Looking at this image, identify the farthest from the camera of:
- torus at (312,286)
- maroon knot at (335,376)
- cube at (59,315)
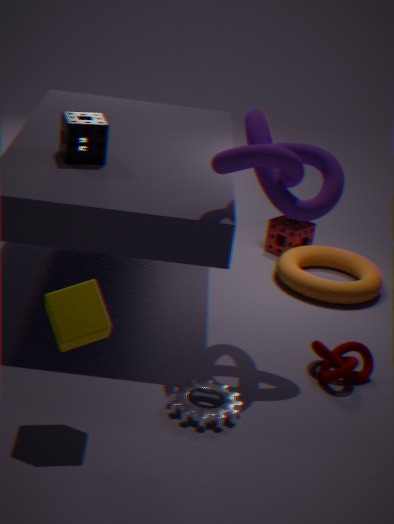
torus at (312,286)
